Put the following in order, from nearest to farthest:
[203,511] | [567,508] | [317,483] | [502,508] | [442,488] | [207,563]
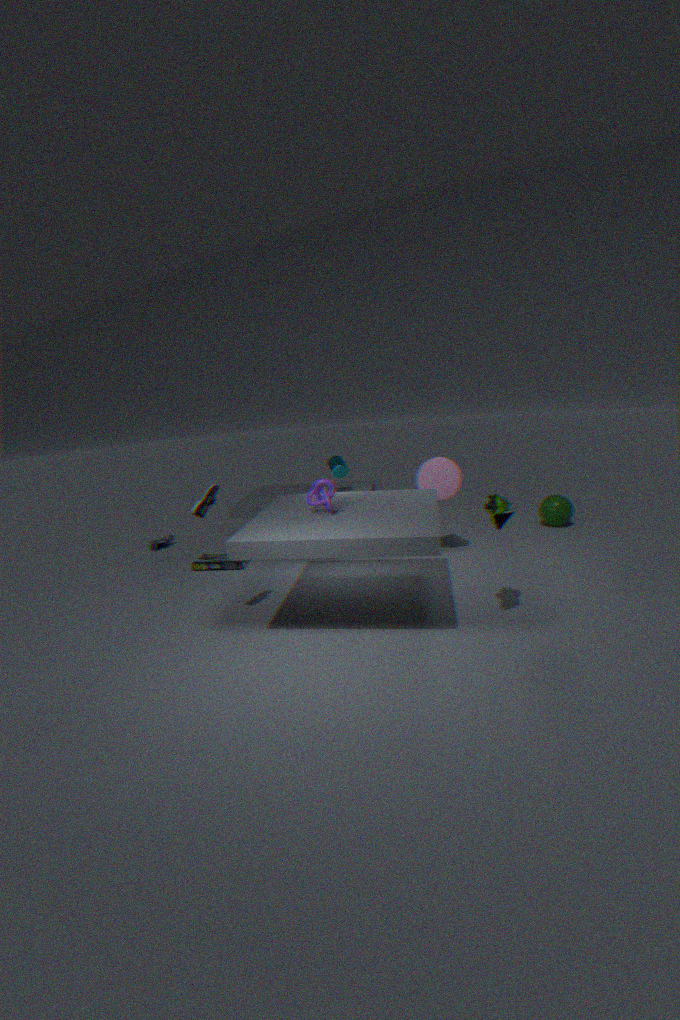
1. [502,508]
2. [203,511]
3. [317,483]
4. [442,488]
5. [207,563]
6. [567,508]
